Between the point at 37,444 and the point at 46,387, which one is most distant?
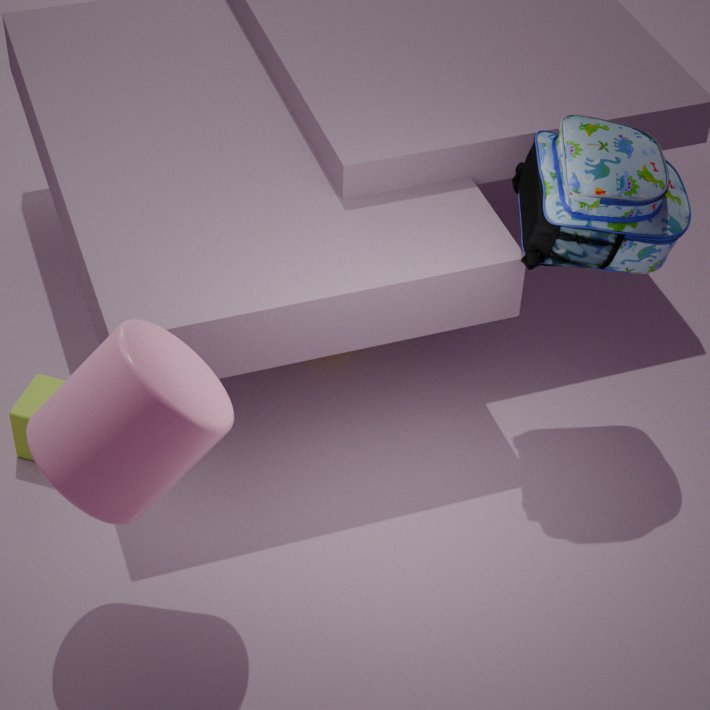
the point at 46,387
